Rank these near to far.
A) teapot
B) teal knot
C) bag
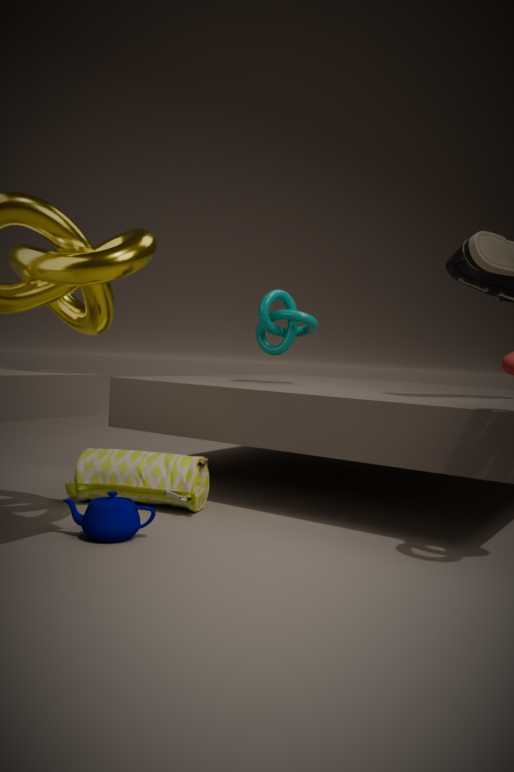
teapot
bag
teal knot
